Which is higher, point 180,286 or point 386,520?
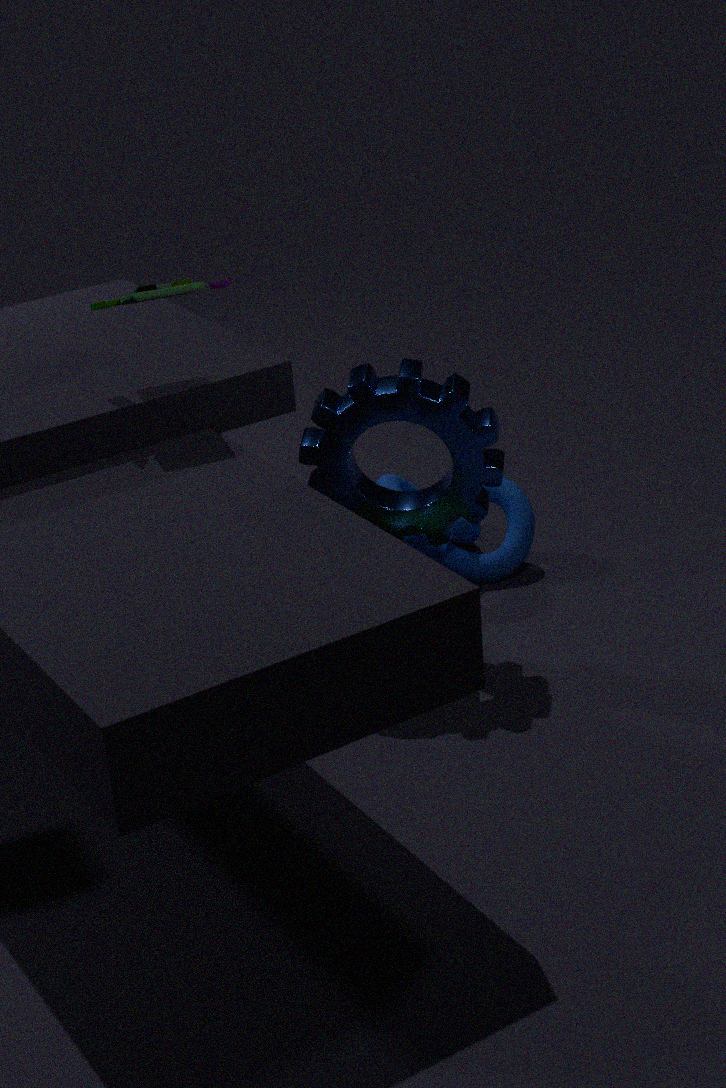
point 180,286
